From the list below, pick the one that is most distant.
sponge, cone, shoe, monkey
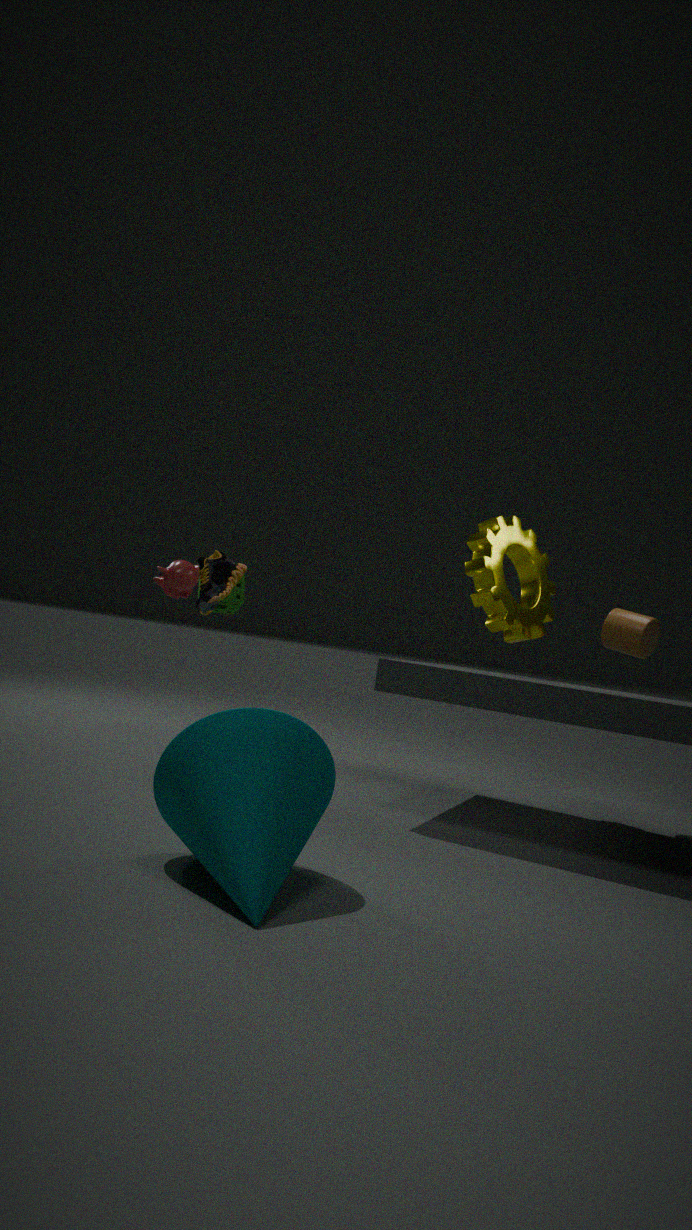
sponge
